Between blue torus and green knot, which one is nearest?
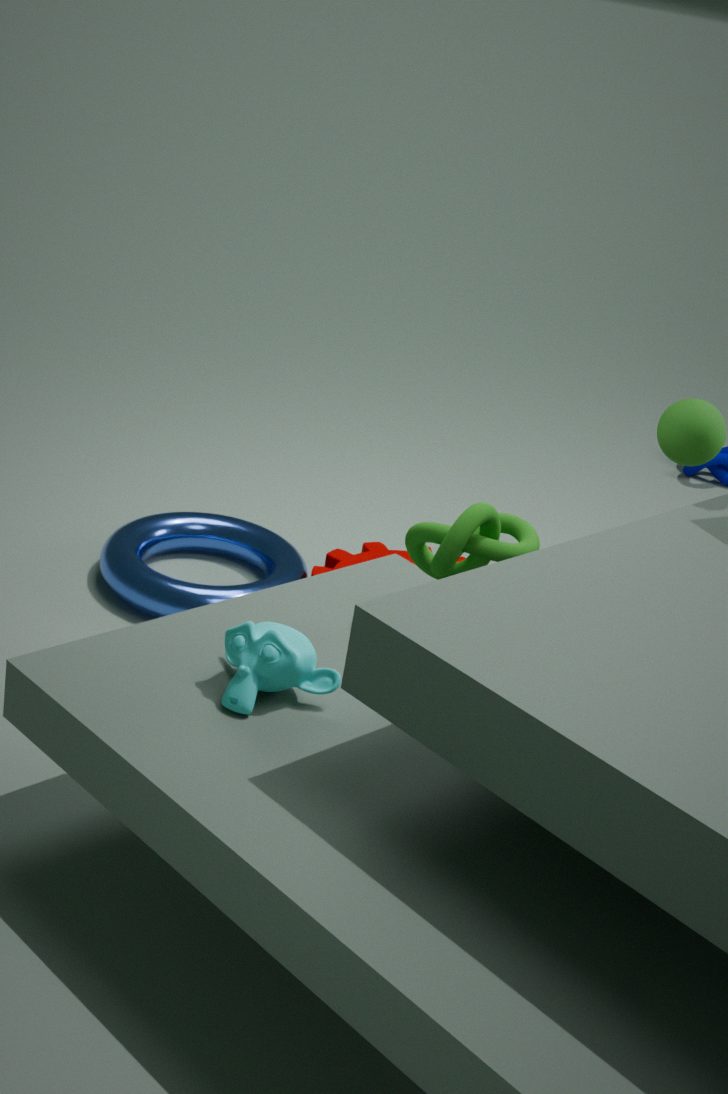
green knot
